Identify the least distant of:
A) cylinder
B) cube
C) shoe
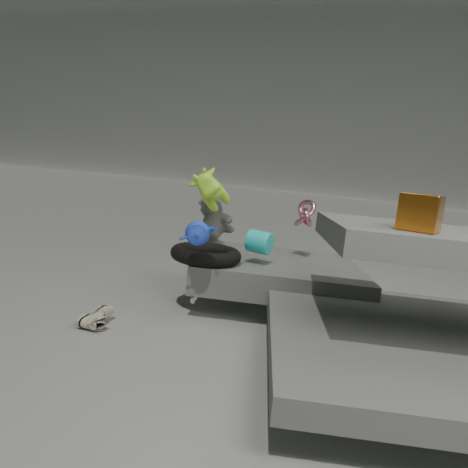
cube
